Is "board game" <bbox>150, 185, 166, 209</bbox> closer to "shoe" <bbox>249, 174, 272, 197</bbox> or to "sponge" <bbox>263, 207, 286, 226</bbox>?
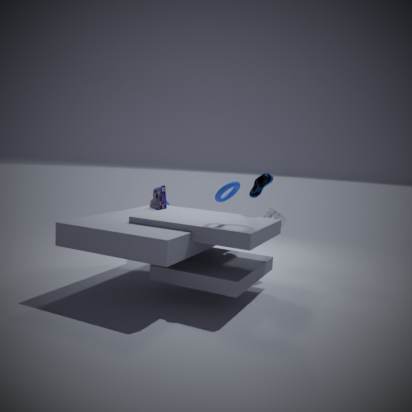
"shoe" <bbox>249, 174, 272, 197</bbox>
